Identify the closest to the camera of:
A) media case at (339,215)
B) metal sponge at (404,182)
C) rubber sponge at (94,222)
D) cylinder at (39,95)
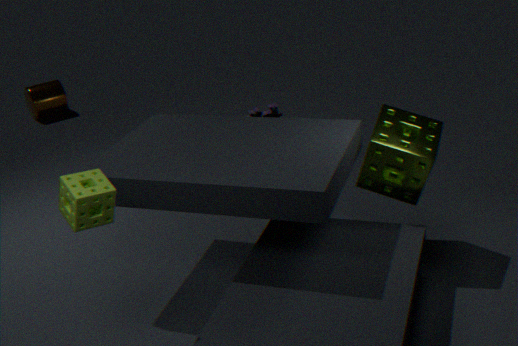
rubber sponge at (94,222)
